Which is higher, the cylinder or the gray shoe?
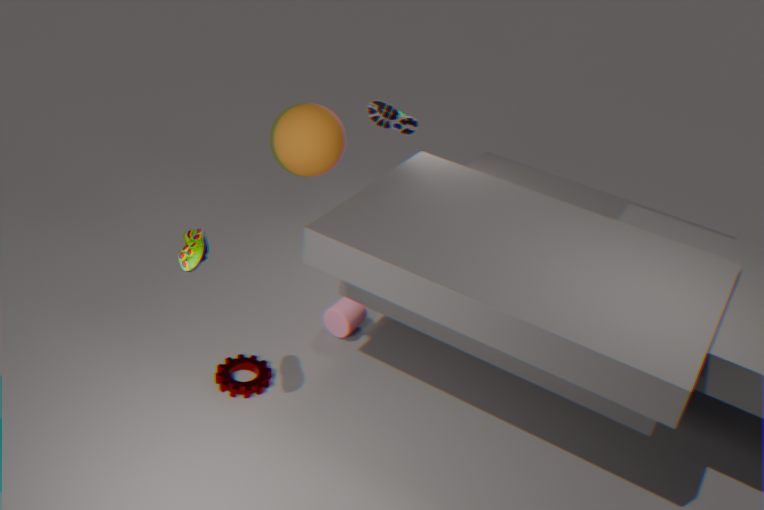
the gray shoe
